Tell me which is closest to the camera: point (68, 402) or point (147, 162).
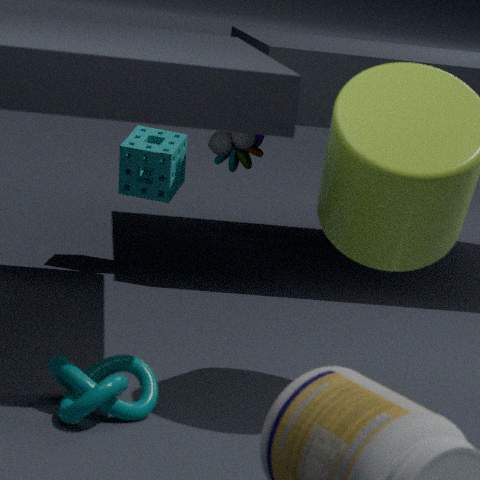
point (68, 402)
